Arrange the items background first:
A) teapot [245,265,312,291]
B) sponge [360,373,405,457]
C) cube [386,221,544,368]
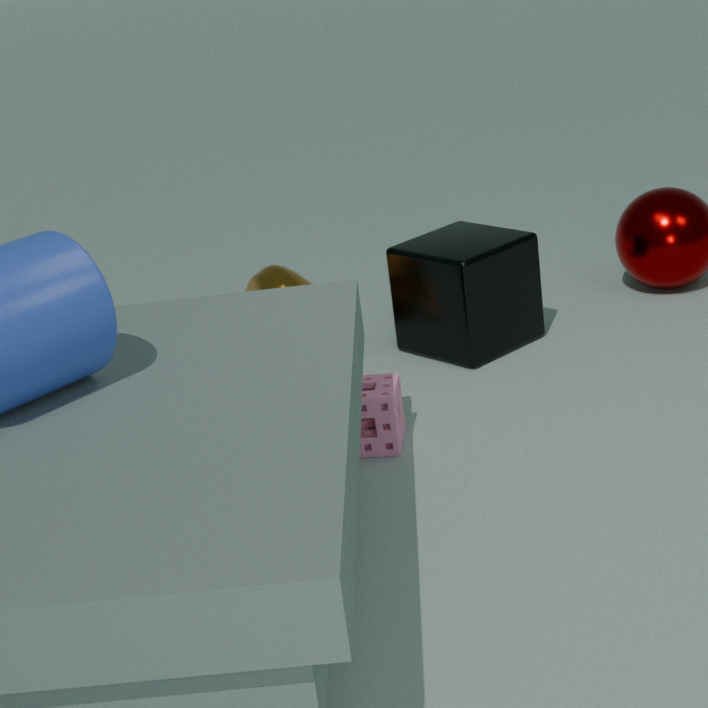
1. teapot [245,265,312,291]
2. cube [386,221,544,368]
3. sponge [360,373,405,457]
